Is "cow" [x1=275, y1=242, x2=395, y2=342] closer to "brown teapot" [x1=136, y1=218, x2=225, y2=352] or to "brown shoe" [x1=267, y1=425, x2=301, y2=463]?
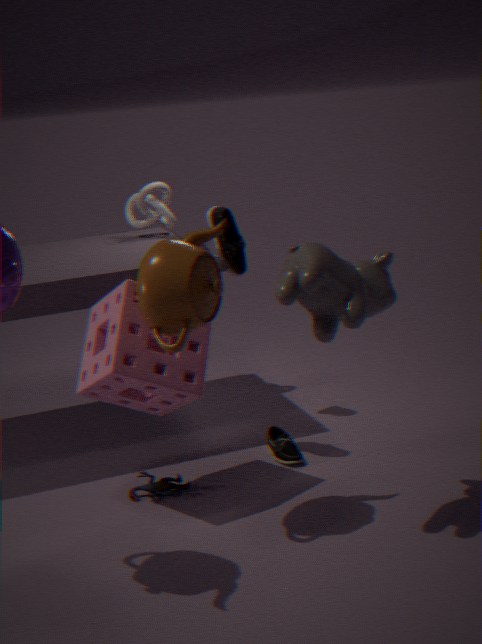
"brown teapot" [x1=136, y1=218, x2=225, y2=352]
